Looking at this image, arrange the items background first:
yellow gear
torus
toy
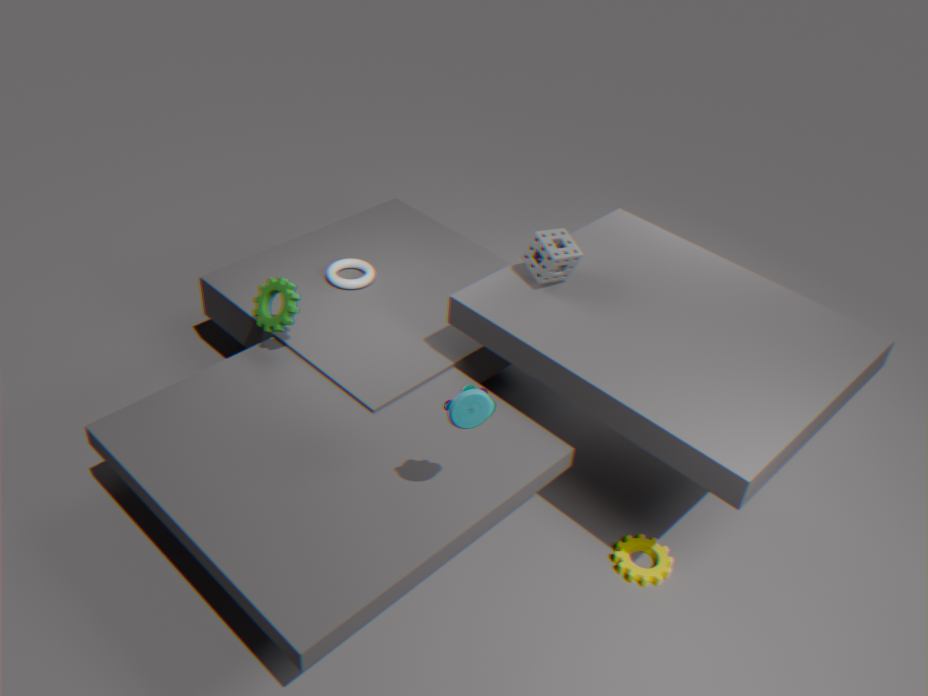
torus
yellow gear
toy
